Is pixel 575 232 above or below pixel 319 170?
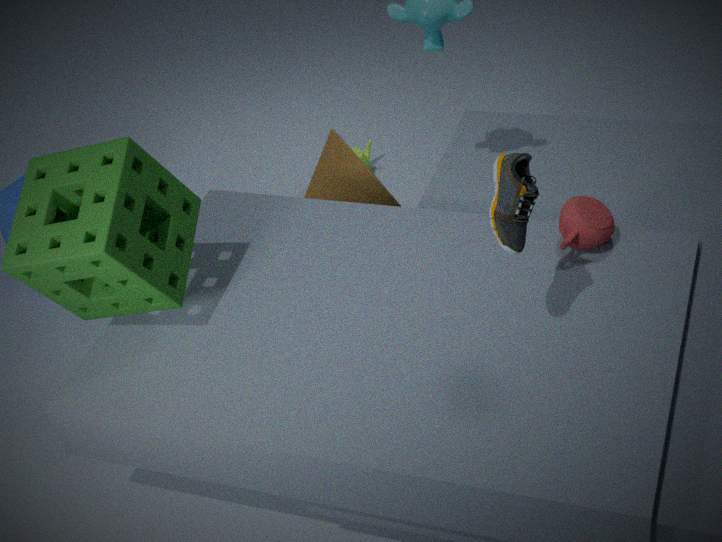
above
